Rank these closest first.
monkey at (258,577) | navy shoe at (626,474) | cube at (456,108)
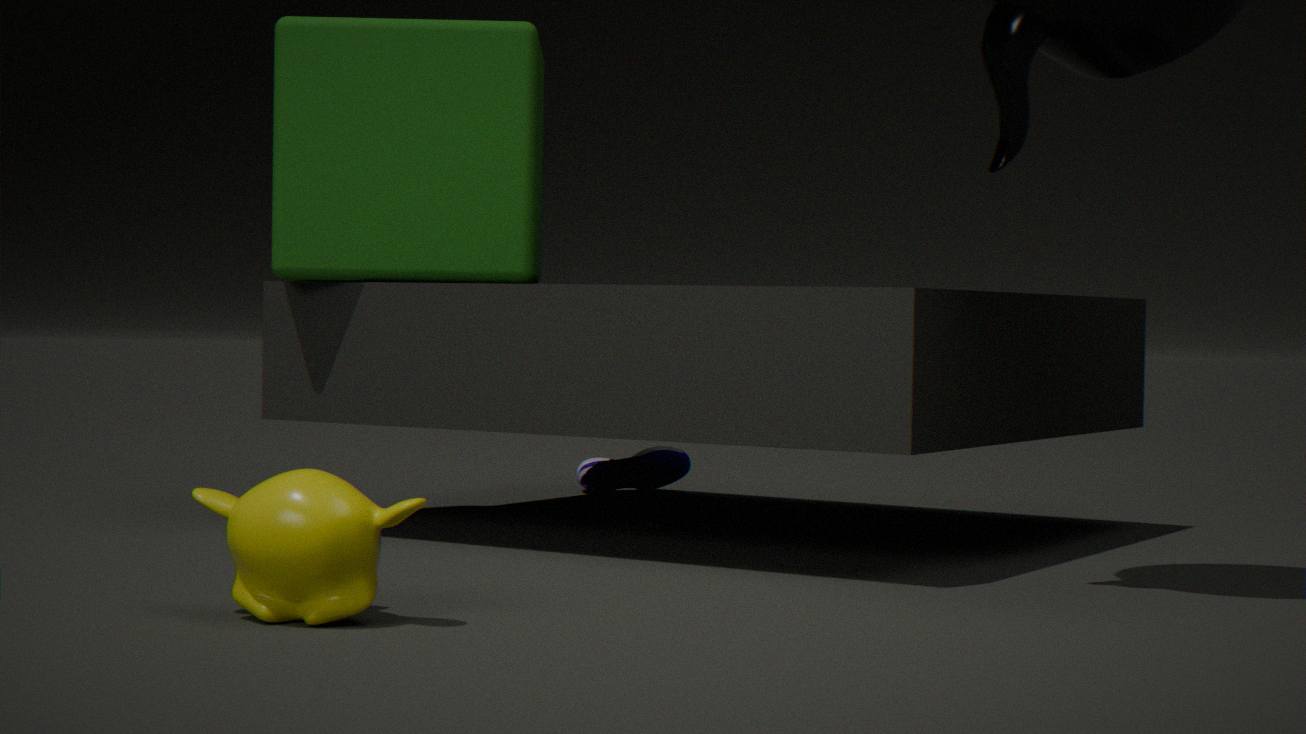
1. monkey at (258,577)
2. cube at (456,108)
3. navy shoe at (626,474)
